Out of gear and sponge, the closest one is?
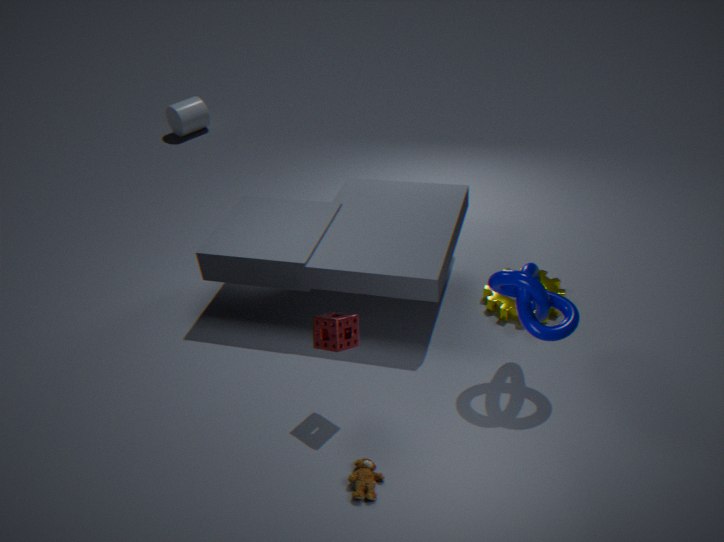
sponge
